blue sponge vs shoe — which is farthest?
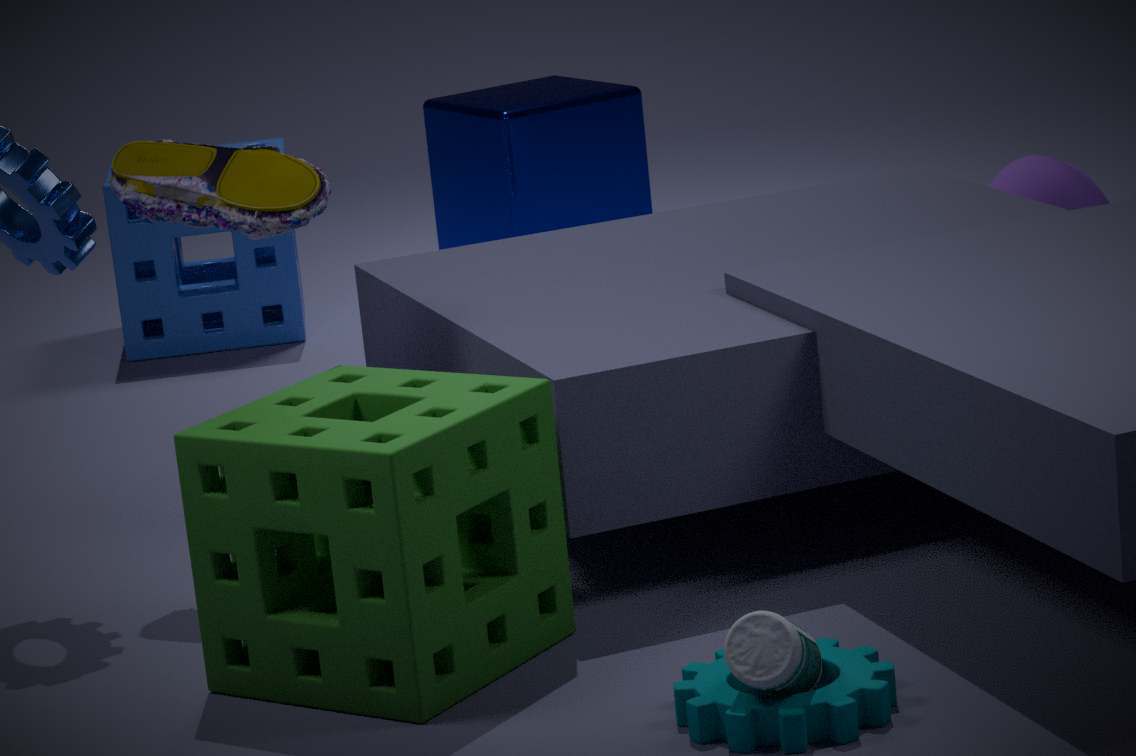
blue sponge
